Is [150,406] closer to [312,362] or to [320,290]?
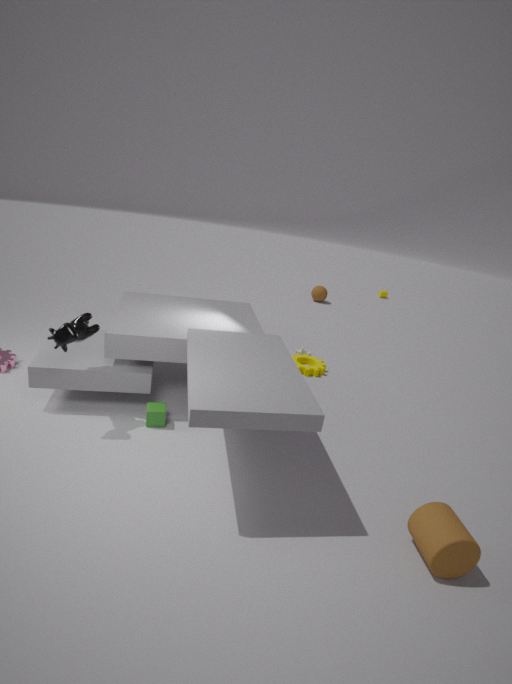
[312,362]
